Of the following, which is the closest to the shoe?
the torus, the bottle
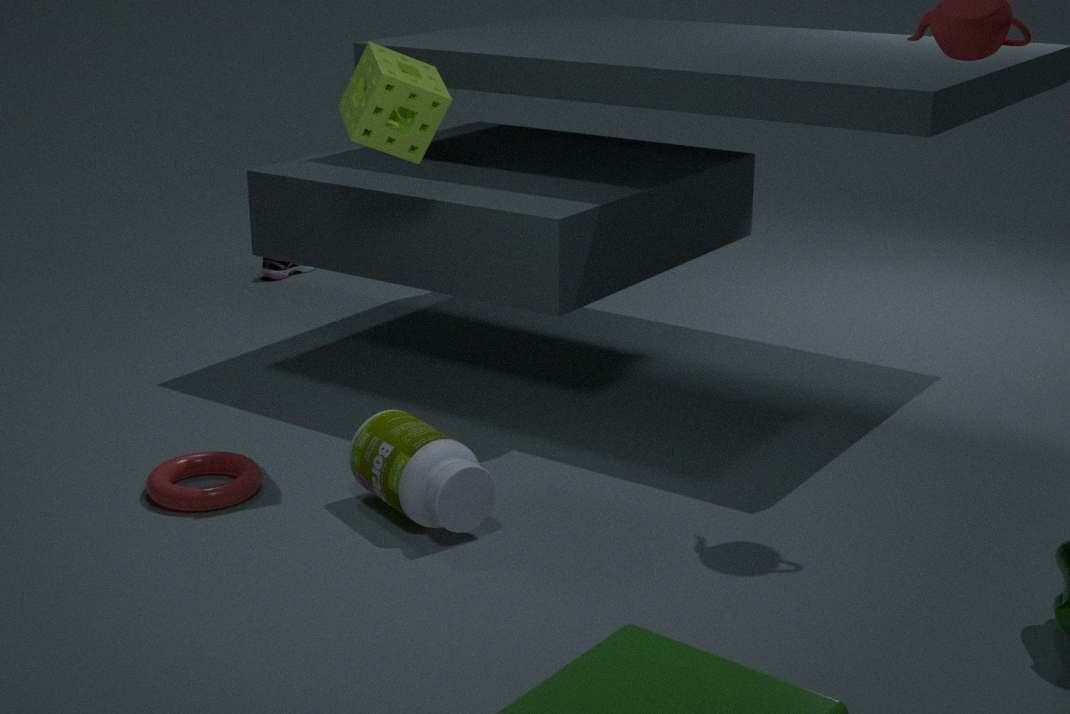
the torus
